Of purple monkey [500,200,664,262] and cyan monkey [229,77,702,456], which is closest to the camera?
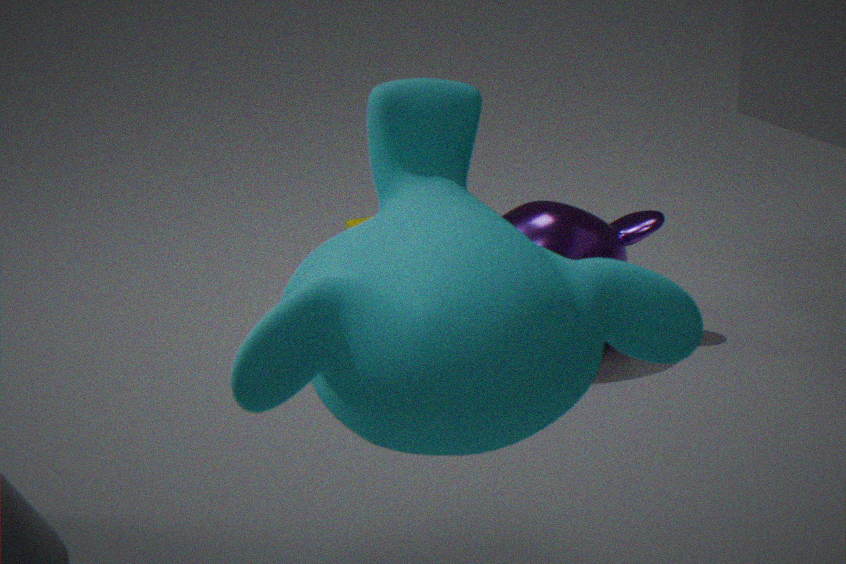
cyan monkey [229,77,702,456]
